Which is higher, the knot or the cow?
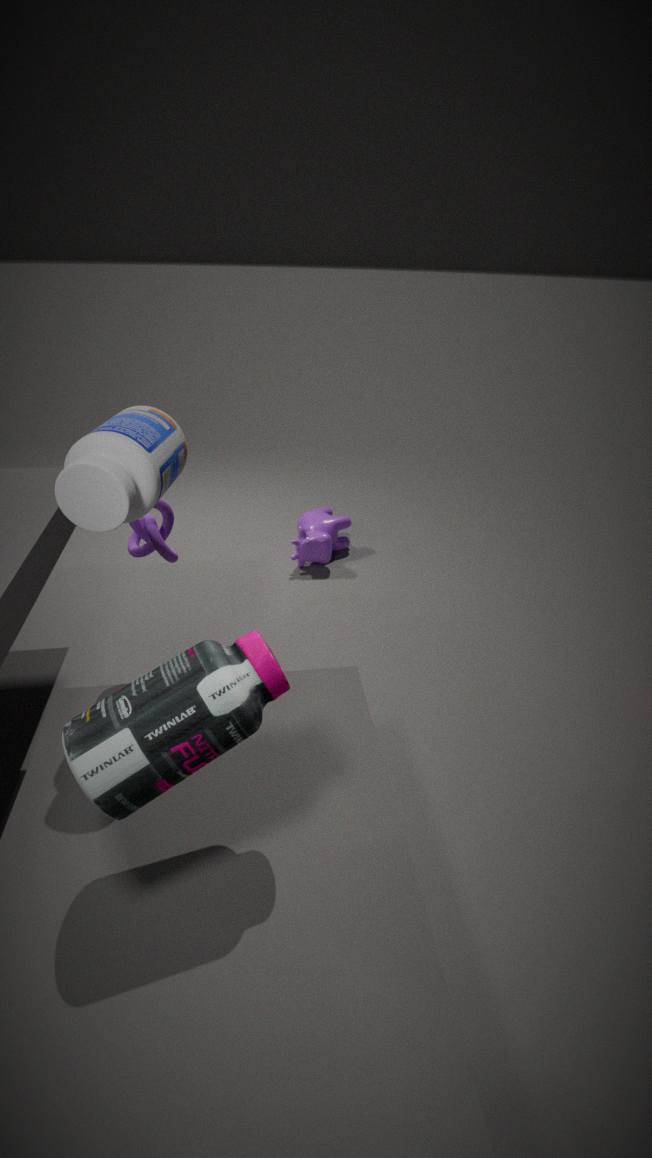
the knot
